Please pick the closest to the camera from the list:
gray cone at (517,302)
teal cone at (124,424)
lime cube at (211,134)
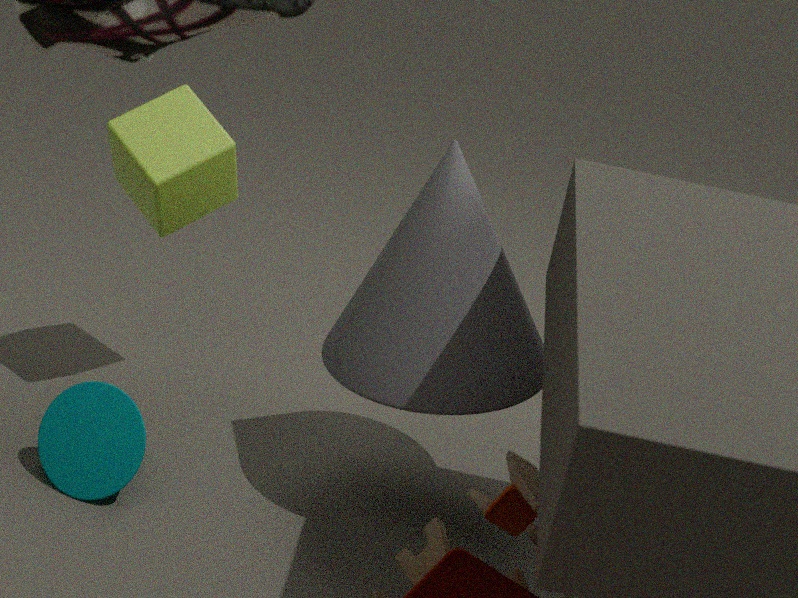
gray cone at (517,302)
